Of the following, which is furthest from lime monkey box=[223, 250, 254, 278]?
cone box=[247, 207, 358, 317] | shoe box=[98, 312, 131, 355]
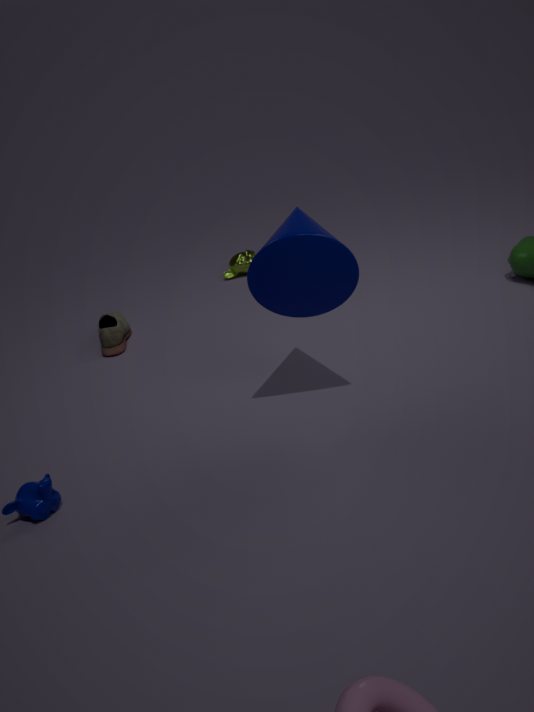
cone box=[247, 207, 358, 317]
